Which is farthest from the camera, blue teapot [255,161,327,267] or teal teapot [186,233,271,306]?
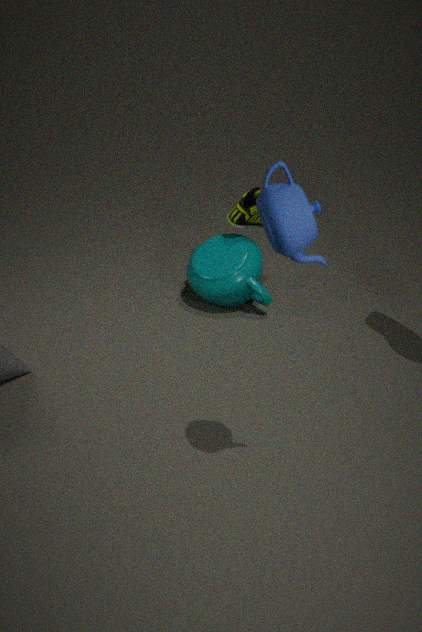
teal teapot [186,233,271,306]
